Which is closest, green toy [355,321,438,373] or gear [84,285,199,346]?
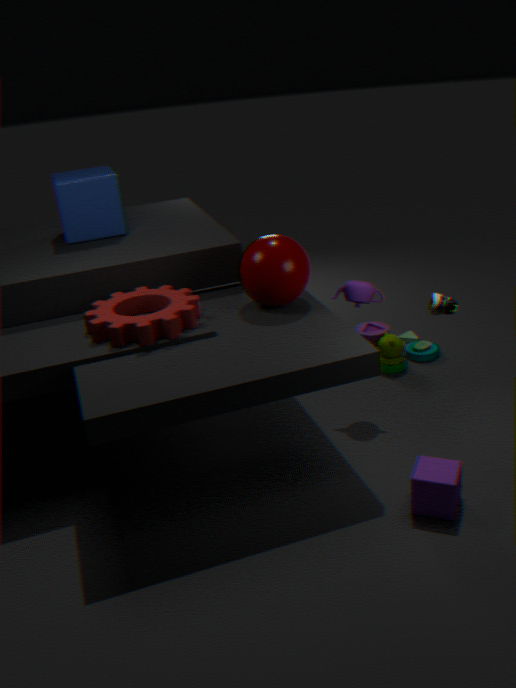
gear [84,285,199,346]
